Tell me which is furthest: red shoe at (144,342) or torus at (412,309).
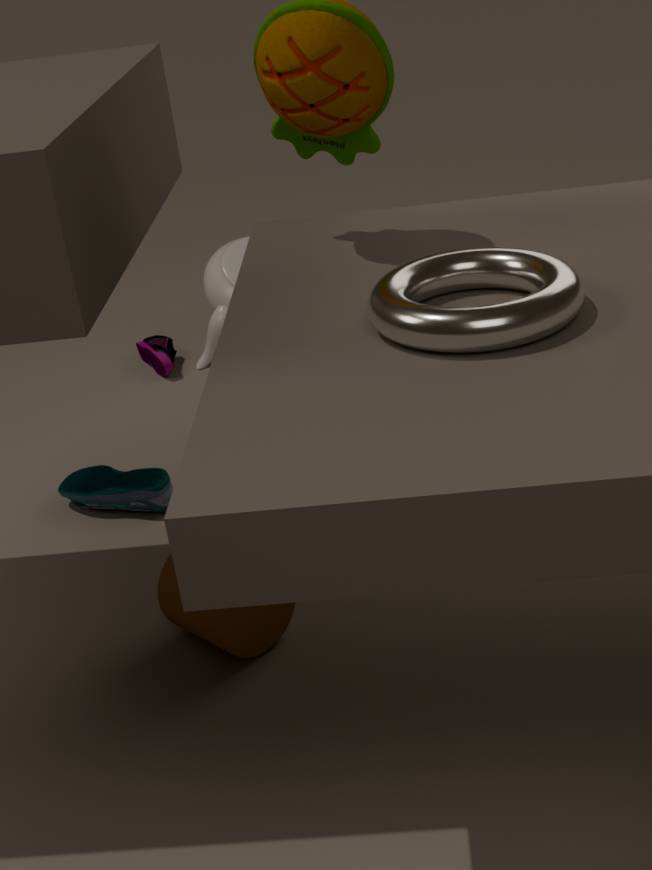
red shoe at (144,342)
